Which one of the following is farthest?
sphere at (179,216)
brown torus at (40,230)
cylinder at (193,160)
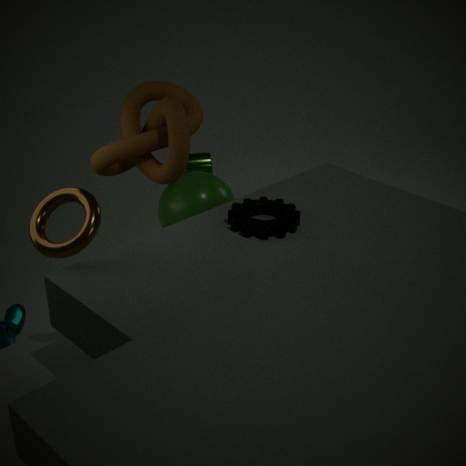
cylinder at (193,160)
